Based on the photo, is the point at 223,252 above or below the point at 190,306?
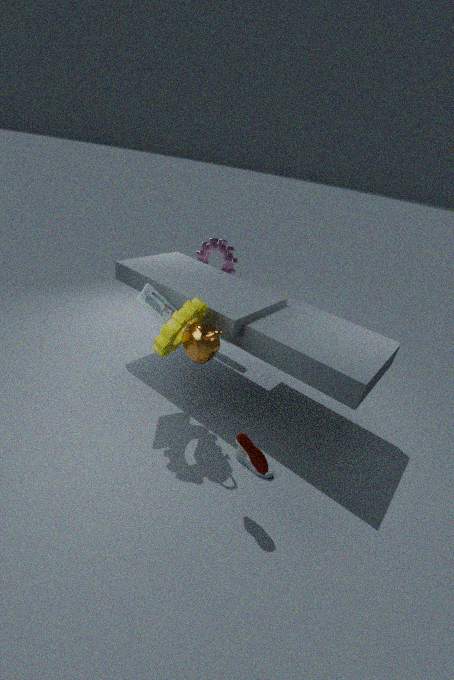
above
